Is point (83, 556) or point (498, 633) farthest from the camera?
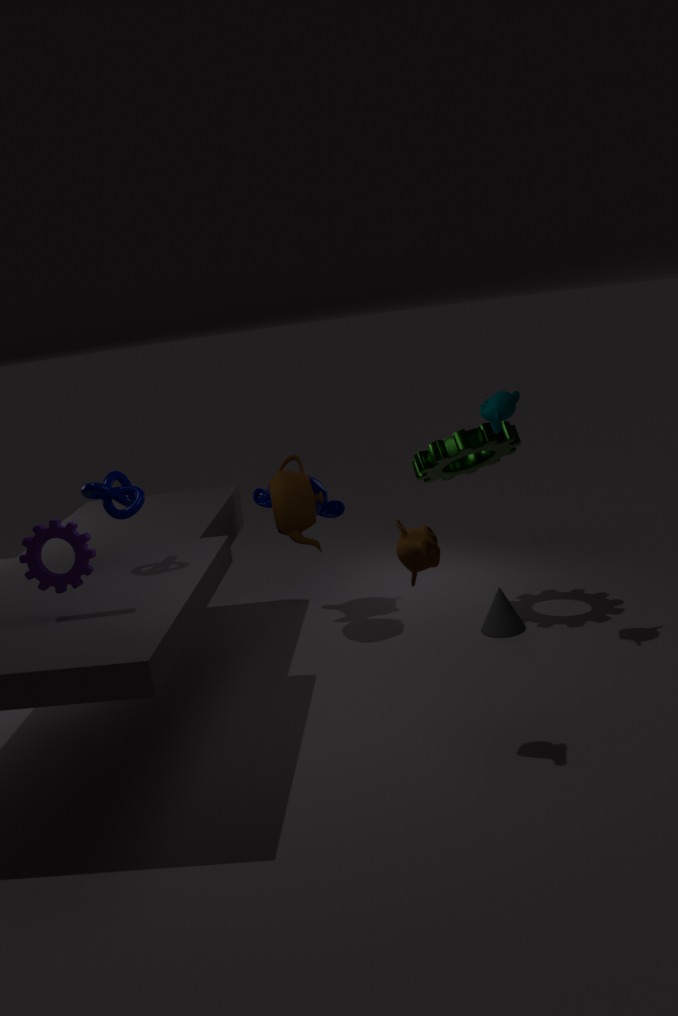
point (498, 633)
